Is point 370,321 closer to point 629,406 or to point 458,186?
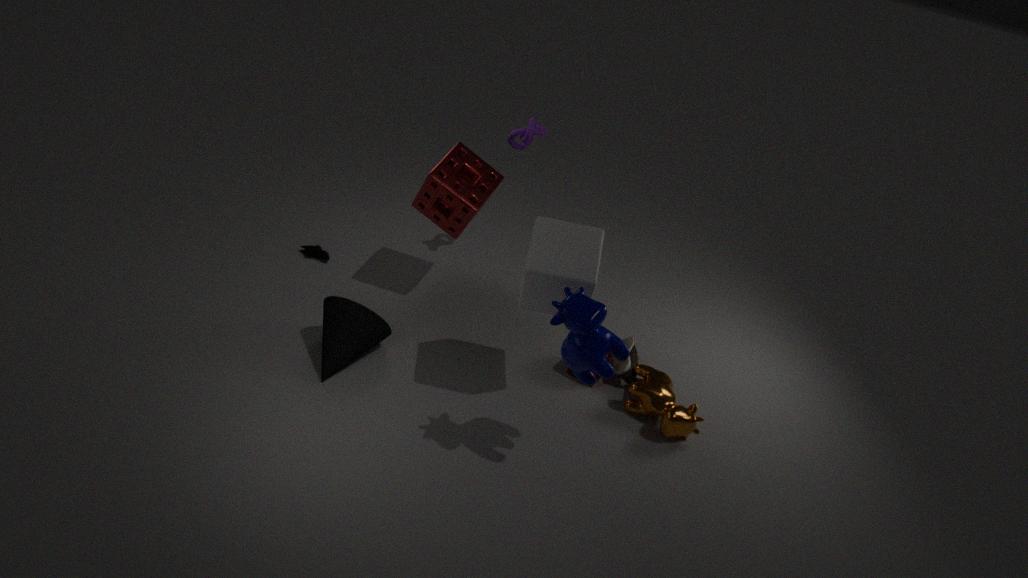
point 458,186
